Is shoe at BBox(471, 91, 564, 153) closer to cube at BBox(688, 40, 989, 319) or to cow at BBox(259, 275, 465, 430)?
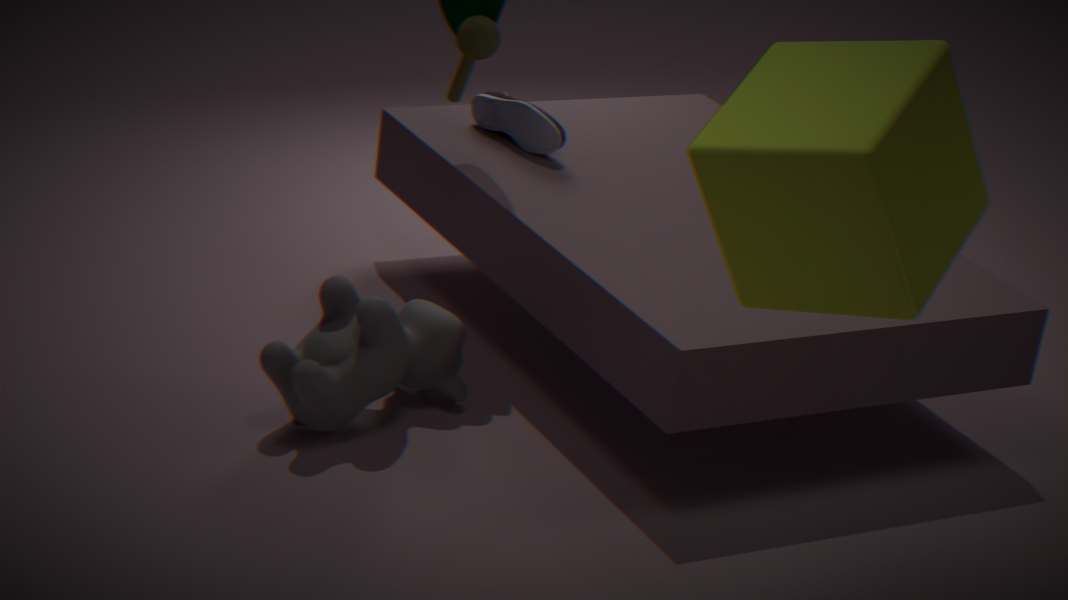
cow at BBox(259, 275, 465, 430)
